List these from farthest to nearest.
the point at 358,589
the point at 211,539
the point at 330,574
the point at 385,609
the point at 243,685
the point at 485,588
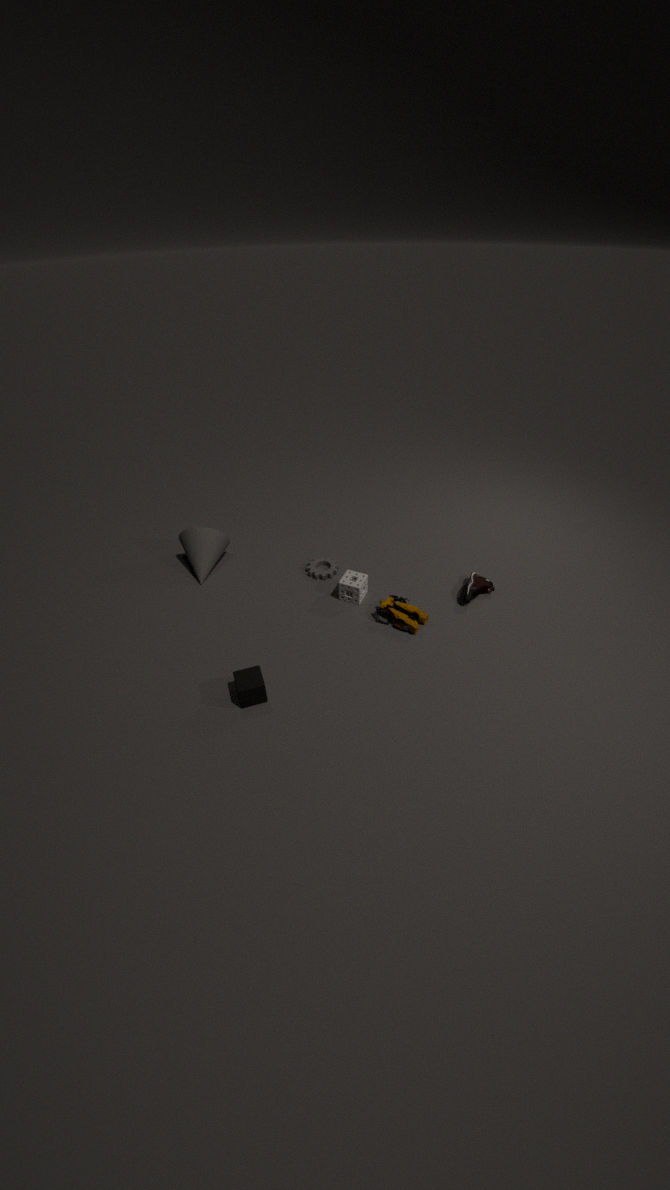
the point at 330,574 < the point at 211,539 < the point at 485,588 < the point at 358,589 < the point at 385,609 < the point at 243,685
